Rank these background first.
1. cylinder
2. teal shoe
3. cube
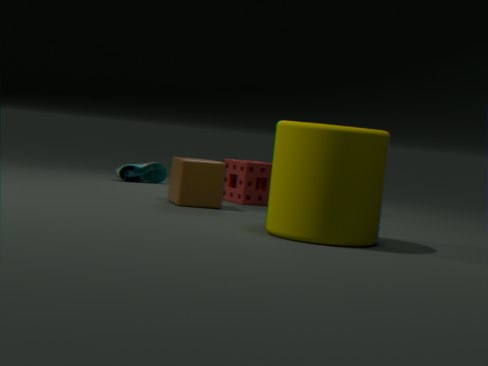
teal shoe
cube
cylinder
